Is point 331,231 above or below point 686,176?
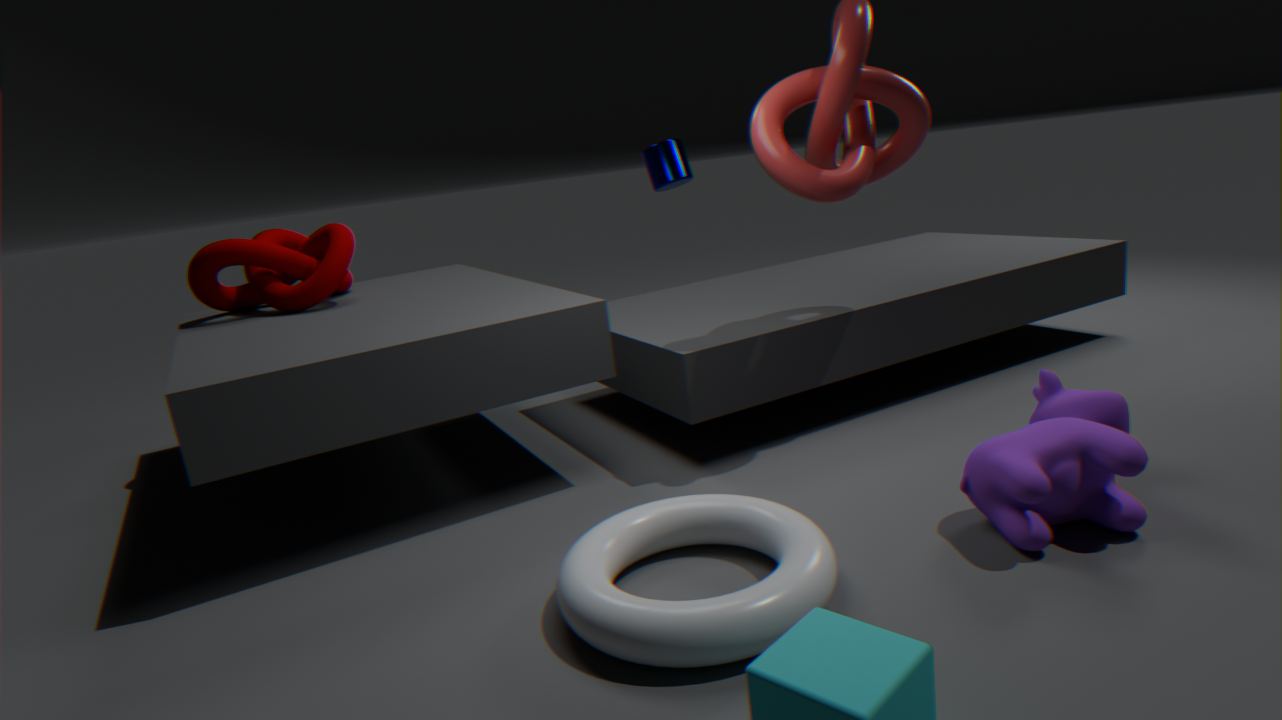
below
